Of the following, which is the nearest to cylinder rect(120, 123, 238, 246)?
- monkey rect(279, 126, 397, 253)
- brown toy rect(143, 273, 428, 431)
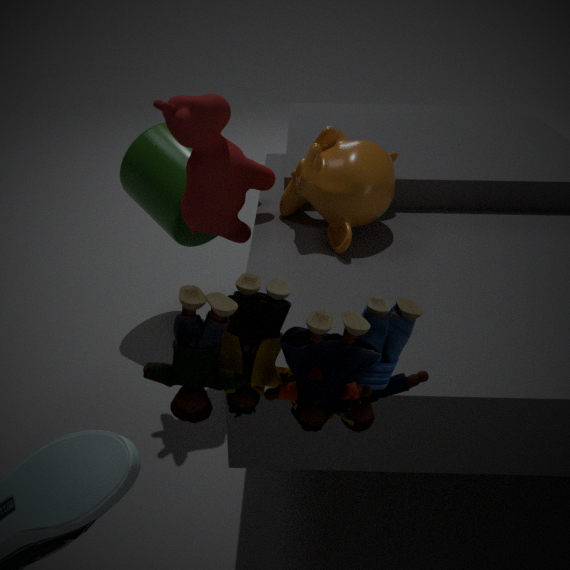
monkey rect(279, 126, 397, 253)
